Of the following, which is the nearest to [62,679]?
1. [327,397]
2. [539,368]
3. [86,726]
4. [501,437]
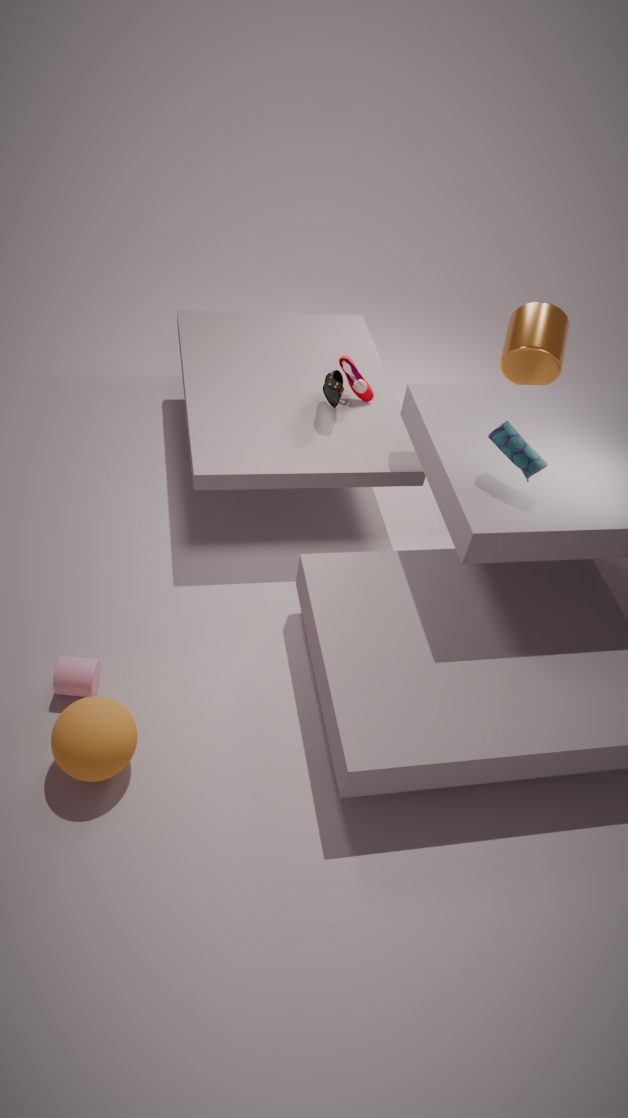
[86,726]
